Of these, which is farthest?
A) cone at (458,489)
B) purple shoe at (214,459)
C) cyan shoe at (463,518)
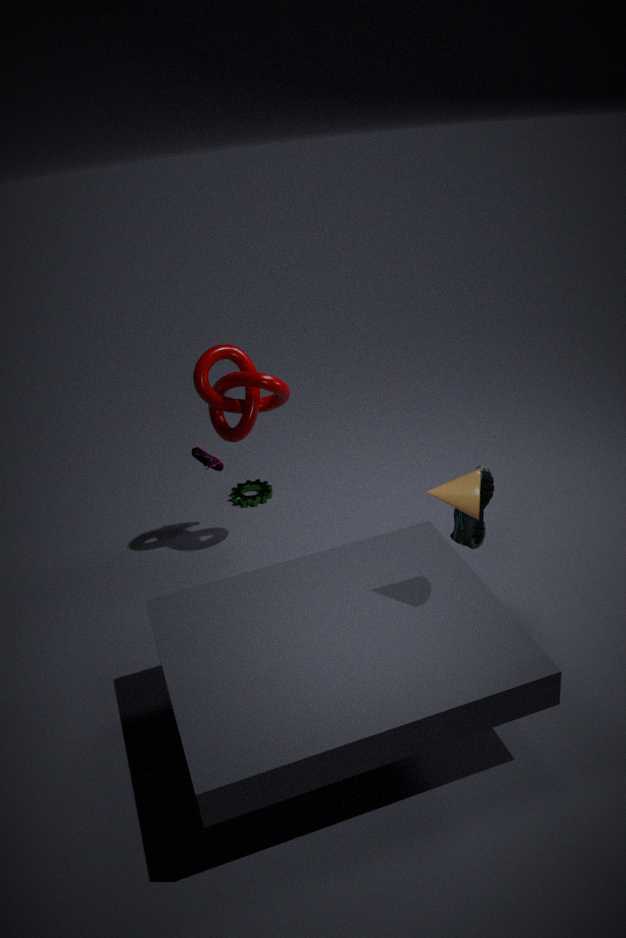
purple shoe at (214,459)
